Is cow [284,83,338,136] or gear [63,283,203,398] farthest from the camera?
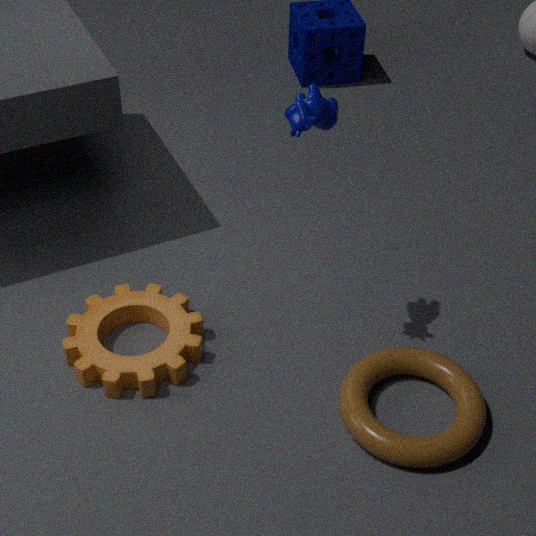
gear [63,283,203,398]
